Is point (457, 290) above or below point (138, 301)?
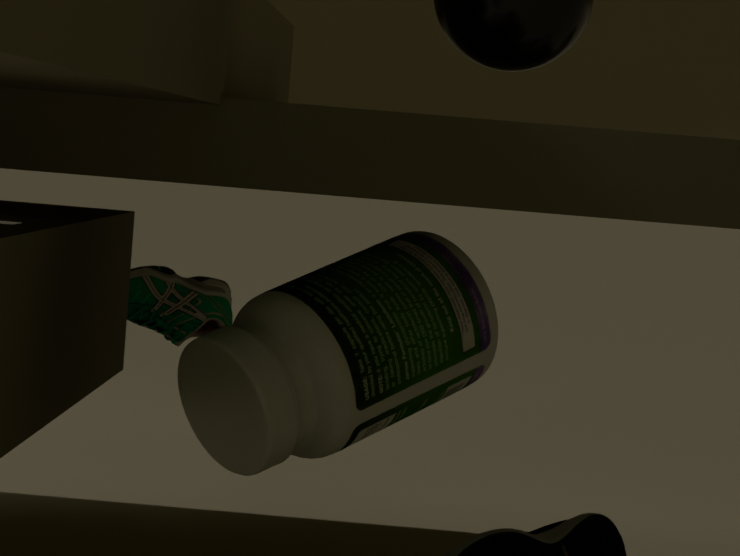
above
